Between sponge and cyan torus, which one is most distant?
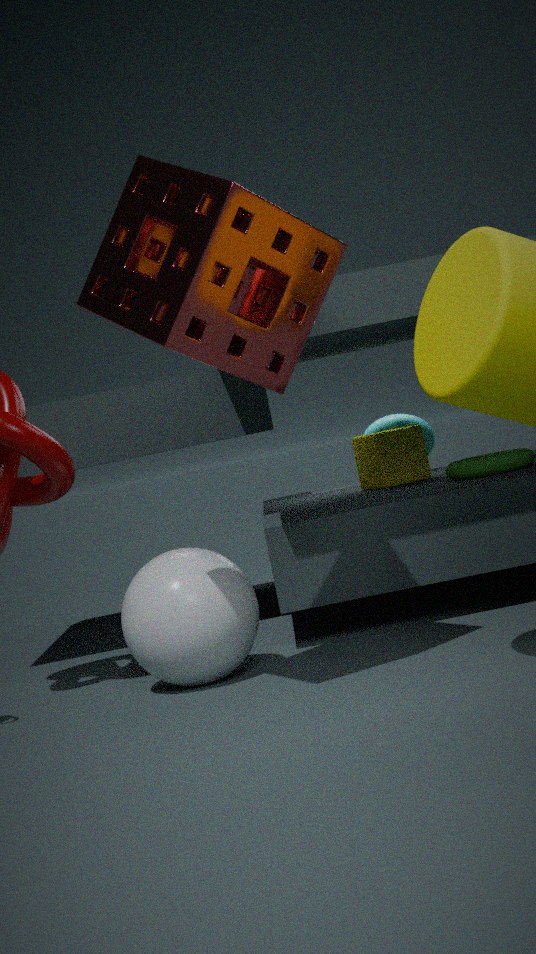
cyan torus
